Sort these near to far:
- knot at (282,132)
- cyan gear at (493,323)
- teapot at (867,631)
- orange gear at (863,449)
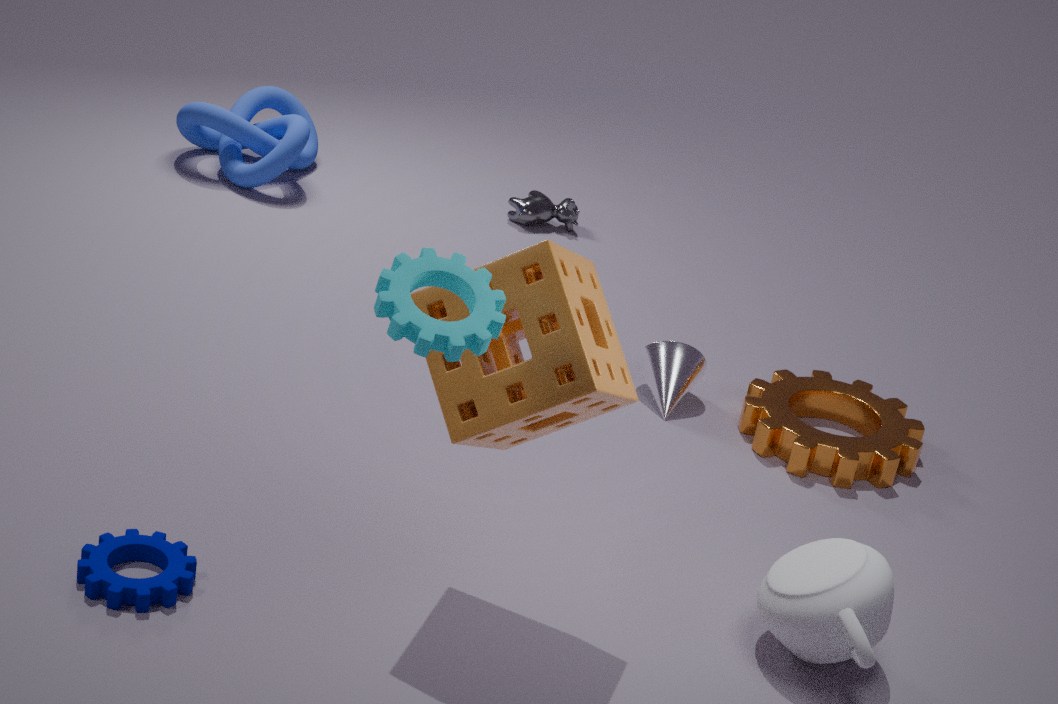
cyan gear at (493,323), teapot at (867,631), orange gear at (863,449), knot at (282,132)
